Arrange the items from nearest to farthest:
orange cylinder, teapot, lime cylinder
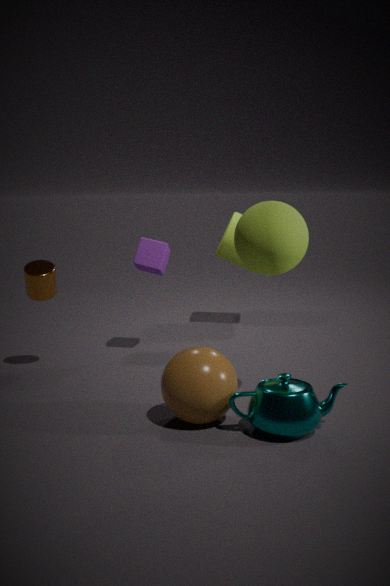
teapot < orange cylinder < lime cylinder
